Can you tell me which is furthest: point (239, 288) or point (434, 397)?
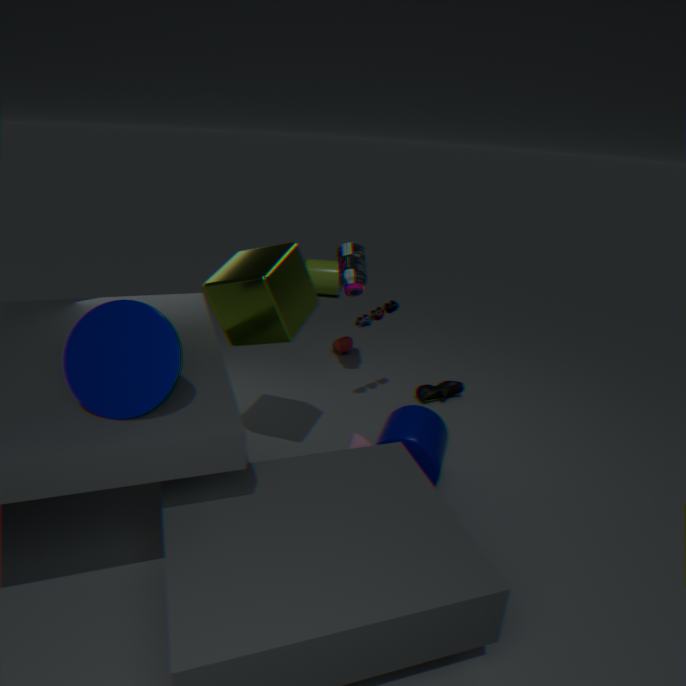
point (434, 397)
